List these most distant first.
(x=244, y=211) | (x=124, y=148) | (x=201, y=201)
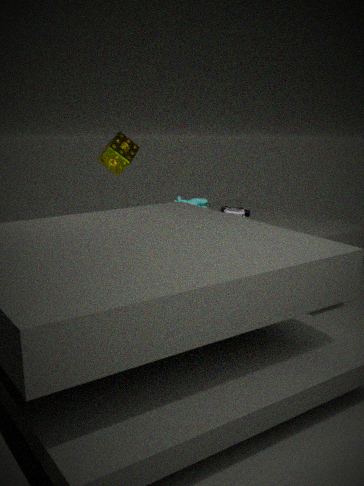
(x=201, y=201)
(x=244, y=211)
(x=124, y=148)
